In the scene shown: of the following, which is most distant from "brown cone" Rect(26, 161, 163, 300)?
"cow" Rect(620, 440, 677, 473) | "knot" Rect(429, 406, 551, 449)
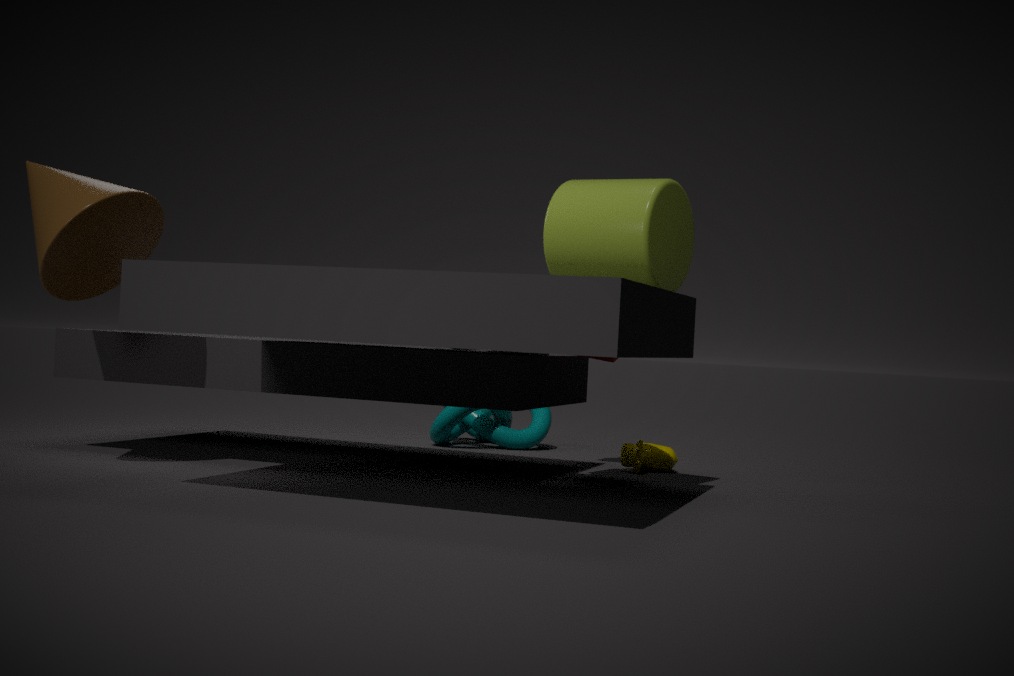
"cow" Rect(620, 440, 677, 473)
